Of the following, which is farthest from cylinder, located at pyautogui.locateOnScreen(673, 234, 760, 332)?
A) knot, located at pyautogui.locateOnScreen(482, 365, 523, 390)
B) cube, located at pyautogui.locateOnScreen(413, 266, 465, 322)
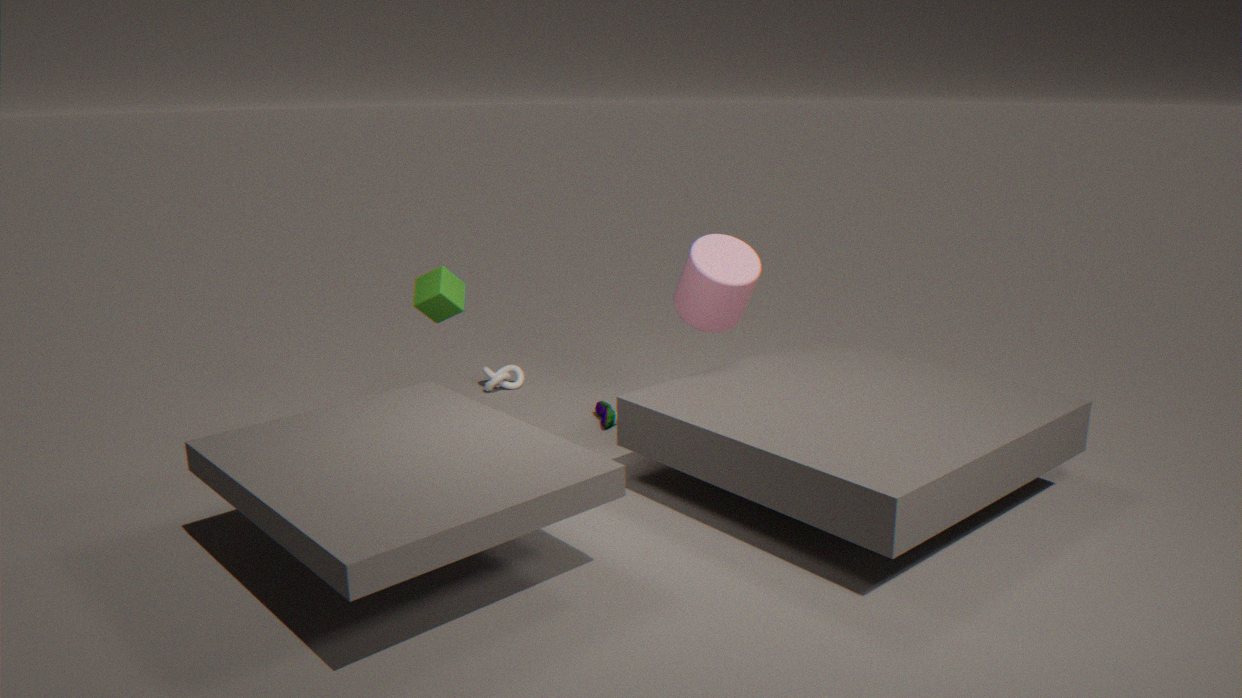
knot, located at pyautogui.locateOnScreen(482, 365, 523, 390)
